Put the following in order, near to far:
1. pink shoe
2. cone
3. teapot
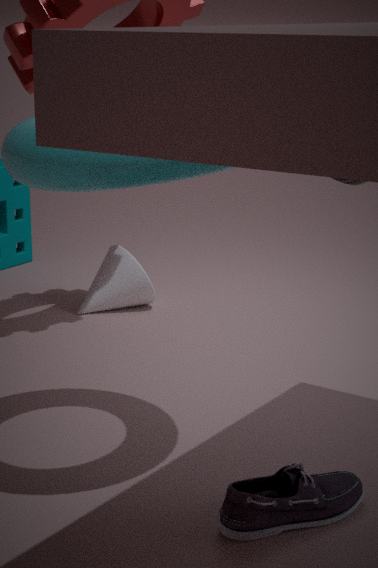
pink shoe
teapot
cone
